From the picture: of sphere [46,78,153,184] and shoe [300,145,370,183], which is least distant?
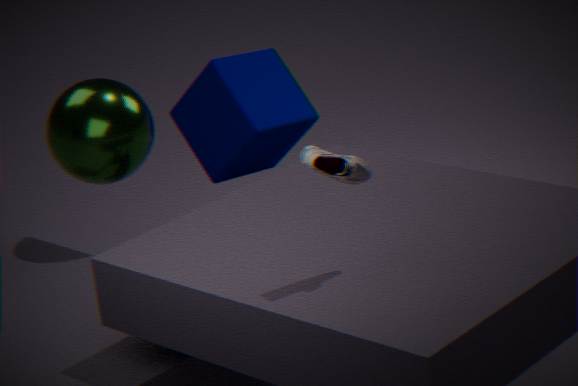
shoe [300,145,370,183]
